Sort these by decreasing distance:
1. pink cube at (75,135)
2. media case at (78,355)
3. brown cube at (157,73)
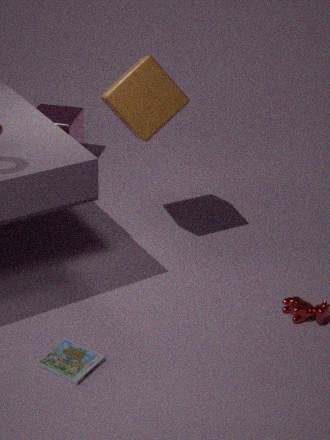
pink cube at (75,135) → brown cube at (157,73) → media case at (78,355)
